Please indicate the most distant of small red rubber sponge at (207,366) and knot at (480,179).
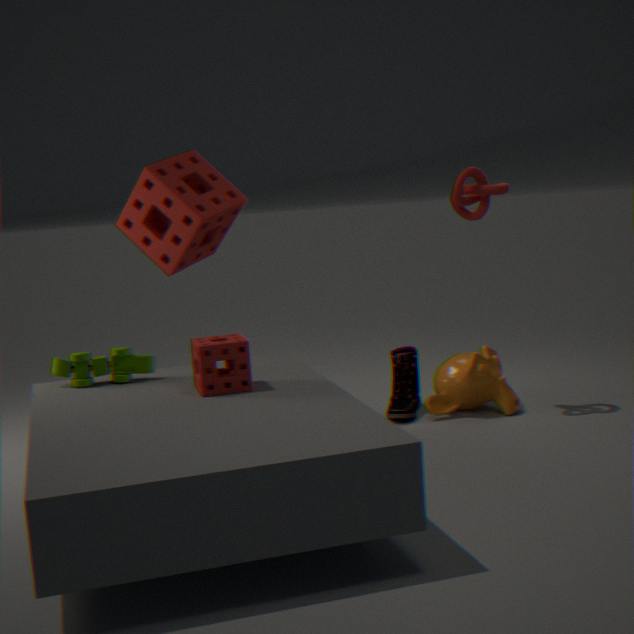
knot at (480,179)
